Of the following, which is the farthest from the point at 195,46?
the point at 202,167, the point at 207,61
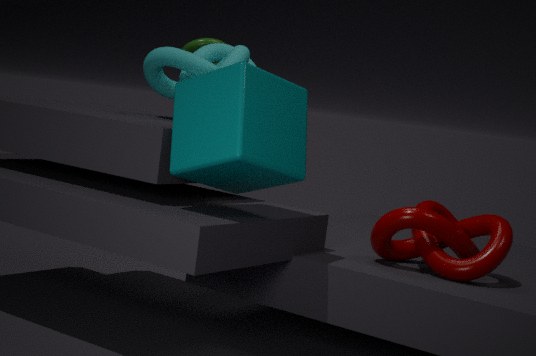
the point at 202,167
